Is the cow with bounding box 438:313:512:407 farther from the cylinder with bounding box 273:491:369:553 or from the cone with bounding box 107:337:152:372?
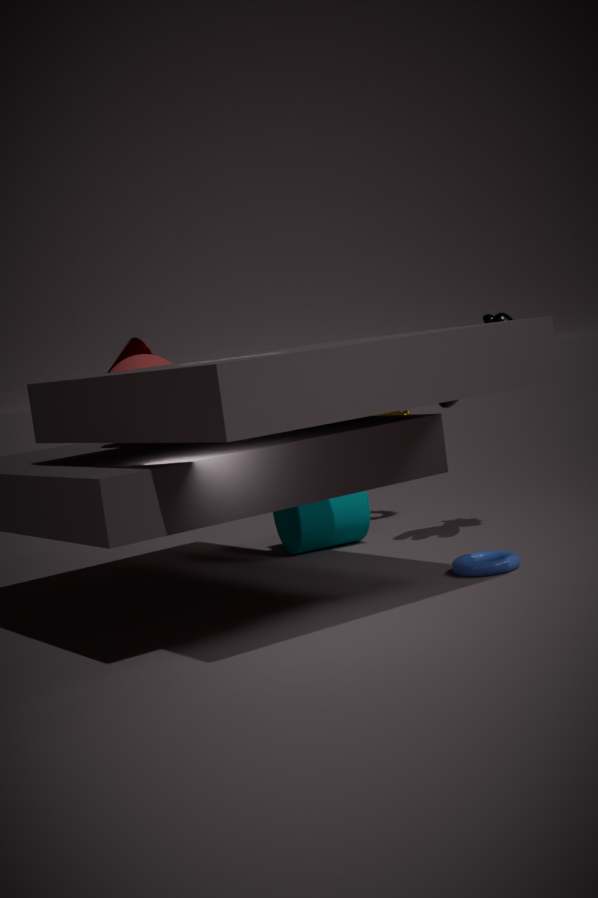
the cone with bounding box 107:337:152:372
